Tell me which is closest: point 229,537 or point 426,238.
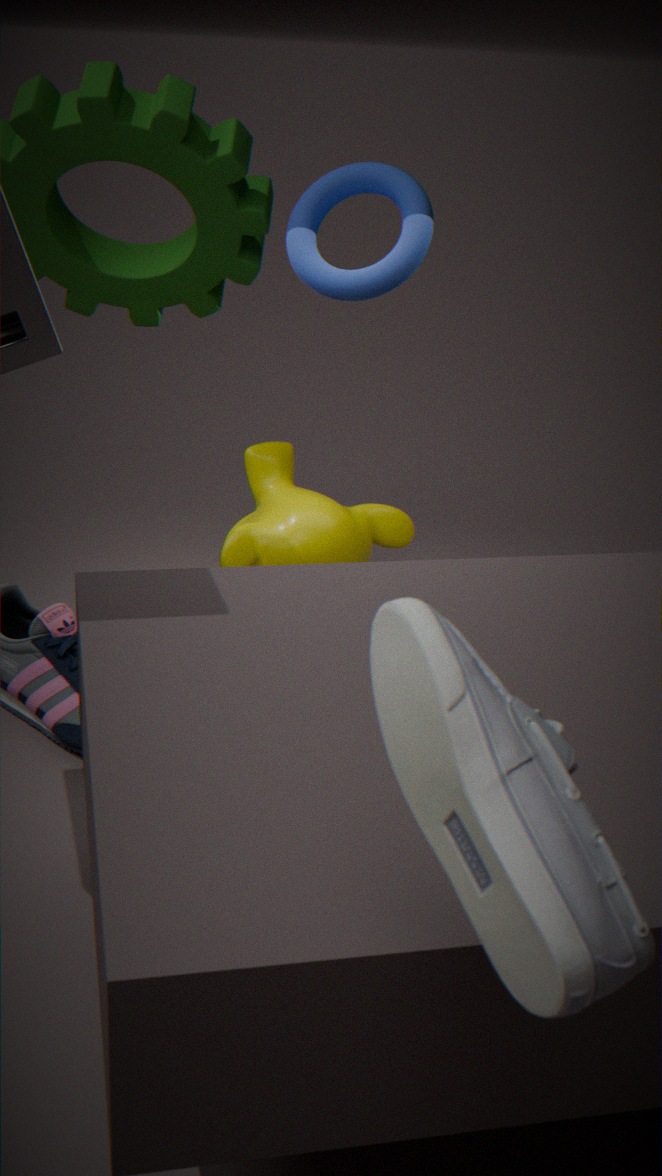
point 426,238
